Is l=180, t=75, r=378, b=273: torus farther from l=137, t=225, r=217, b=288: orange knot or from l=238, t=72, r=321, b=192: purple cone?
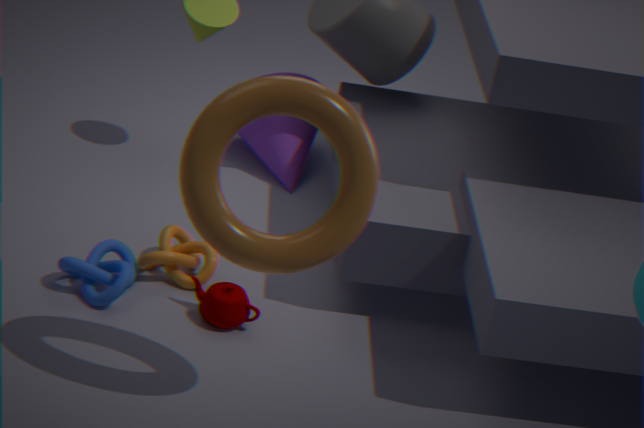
l=238, t=72, r=321, b=192: purple cone
